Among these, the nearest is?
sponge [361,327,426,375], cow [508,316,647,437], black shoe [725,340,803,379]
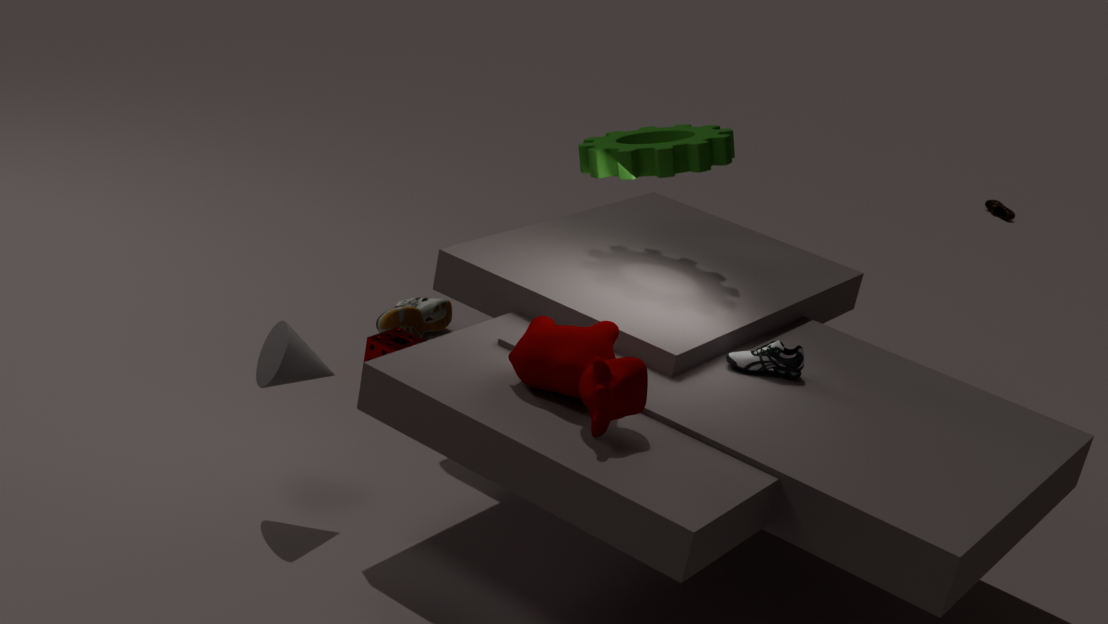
cow [508,316,647,437]
